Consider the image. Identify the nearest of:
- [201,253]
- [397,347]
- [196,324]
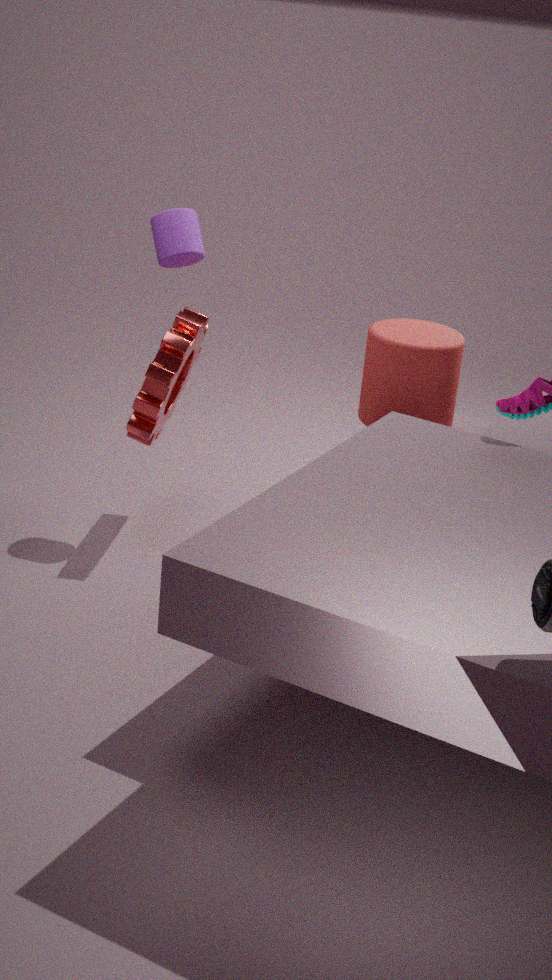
[397,347]
